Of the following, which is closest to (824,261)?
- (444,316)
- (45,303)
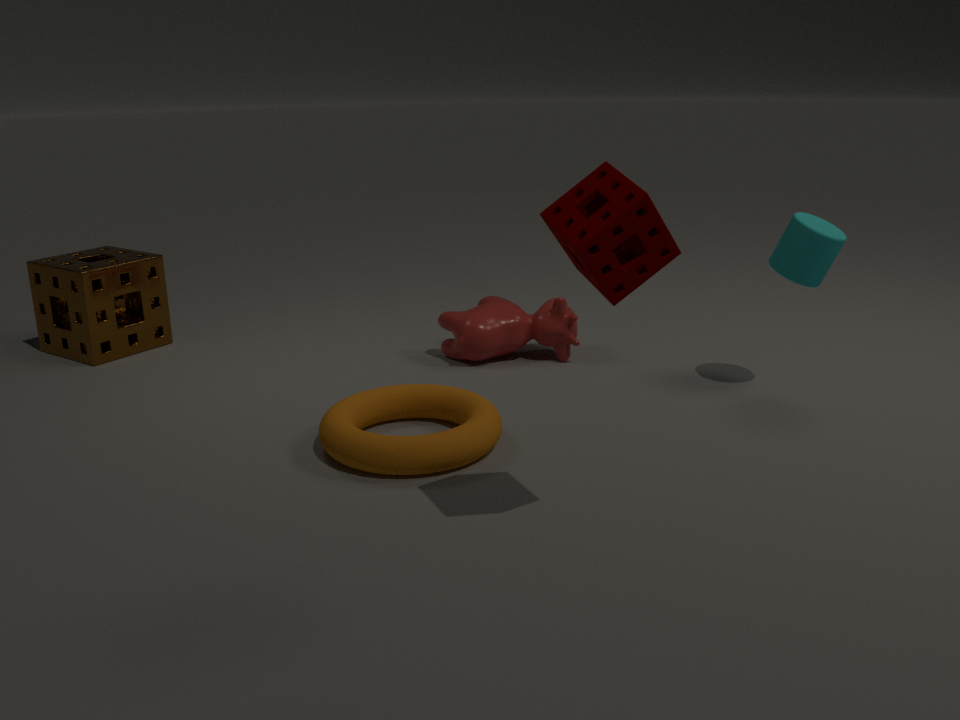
(444,316)
